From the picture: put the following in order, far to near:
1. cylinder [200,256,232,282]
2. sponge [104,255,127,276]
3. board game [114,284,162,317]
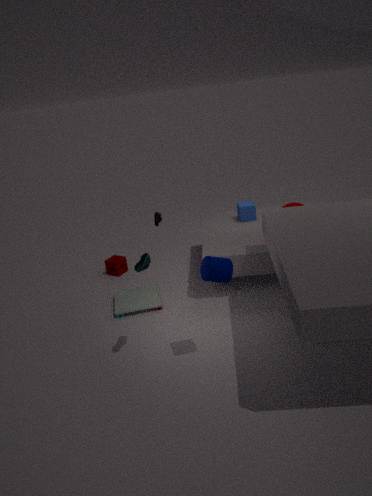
sponge [104,255,127,276] → board game [114,284,162,317] → cylinder [200,256,232,282]
